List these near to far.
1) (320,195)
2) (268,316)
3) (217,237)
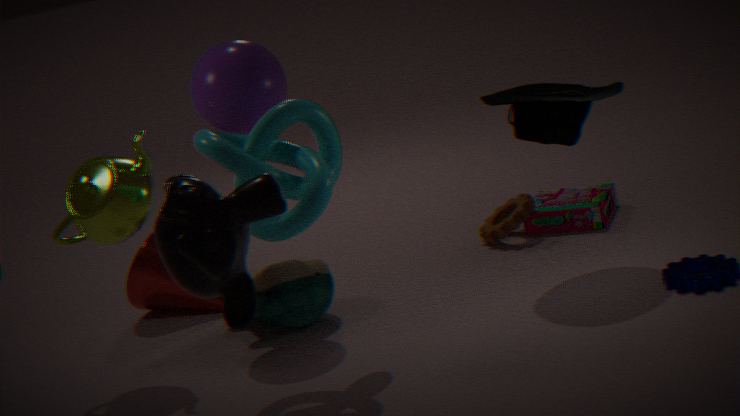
3. (217,237), 1. (320,195), 2. (268,316)
